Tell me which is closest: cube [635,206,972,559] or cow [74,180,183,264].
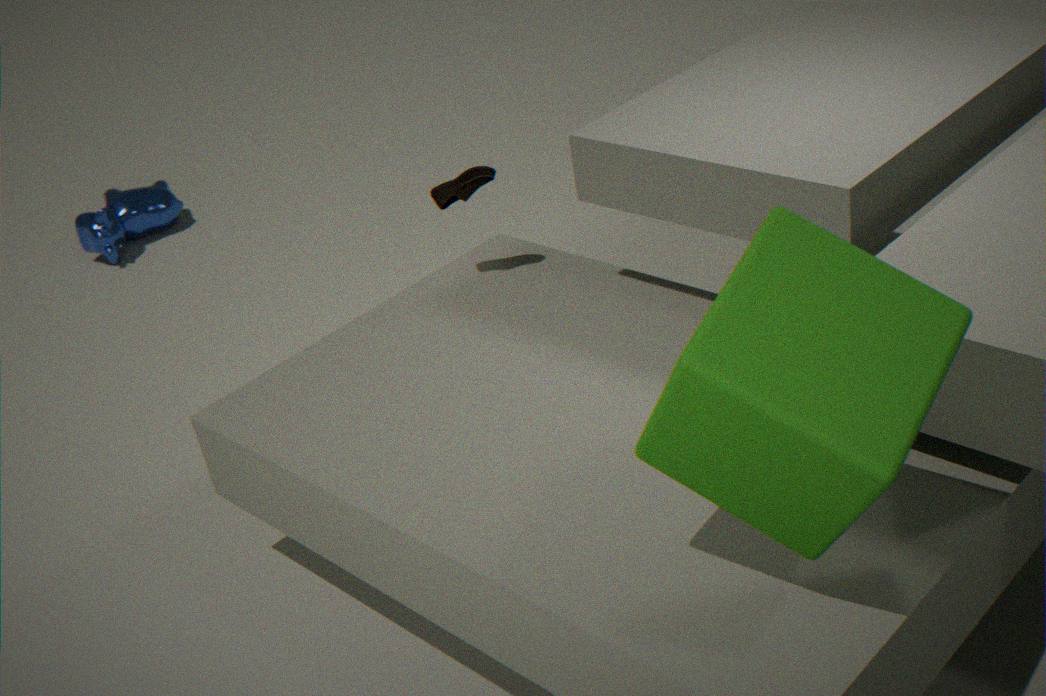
cube [635,206,972,559]
